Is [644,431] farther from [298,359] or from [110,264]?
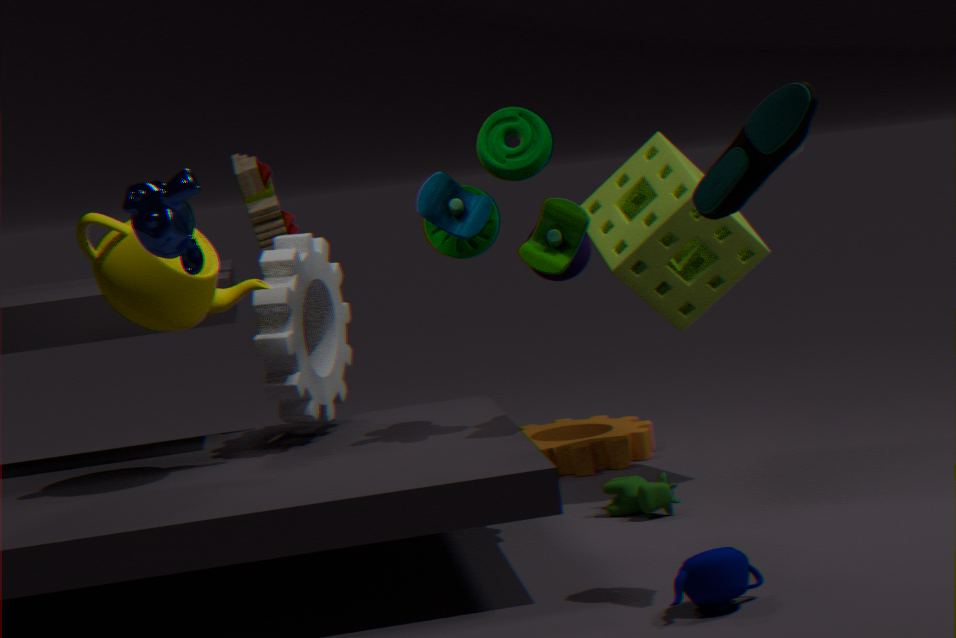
[110,264]
